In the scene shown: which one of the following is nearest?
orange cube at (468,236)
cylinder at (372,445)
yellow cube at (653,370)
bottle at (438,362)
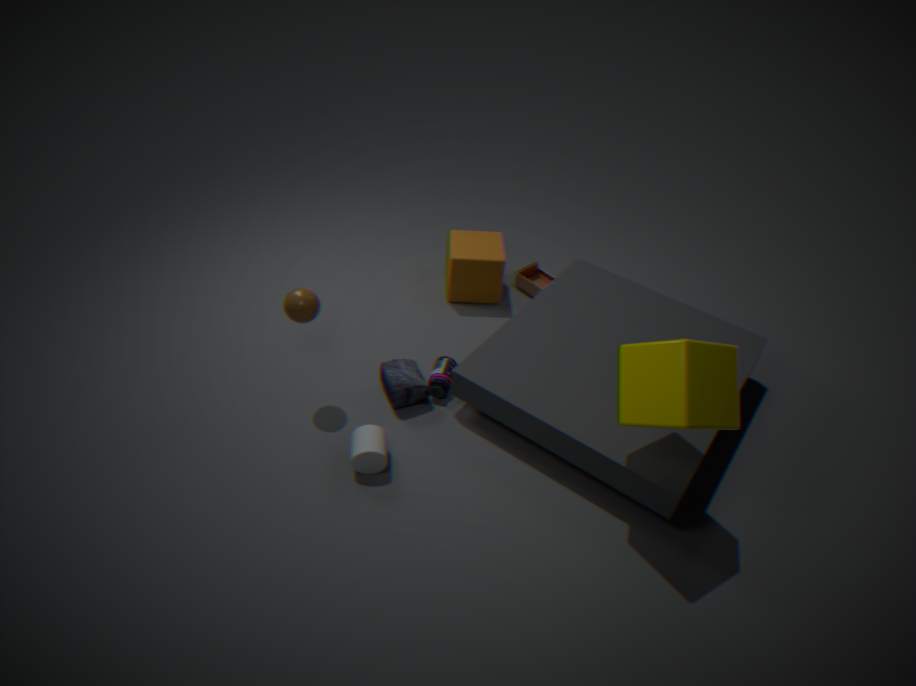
yellow cube at (653,370)
